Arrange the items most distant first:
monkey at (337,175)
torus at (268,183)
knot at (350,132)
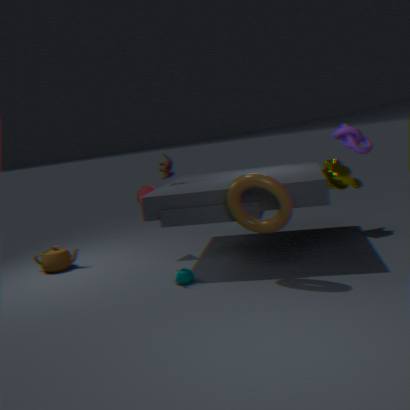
1. monkey at (337,175)
2. torus at (268,183)
3. knot at (350,132)
